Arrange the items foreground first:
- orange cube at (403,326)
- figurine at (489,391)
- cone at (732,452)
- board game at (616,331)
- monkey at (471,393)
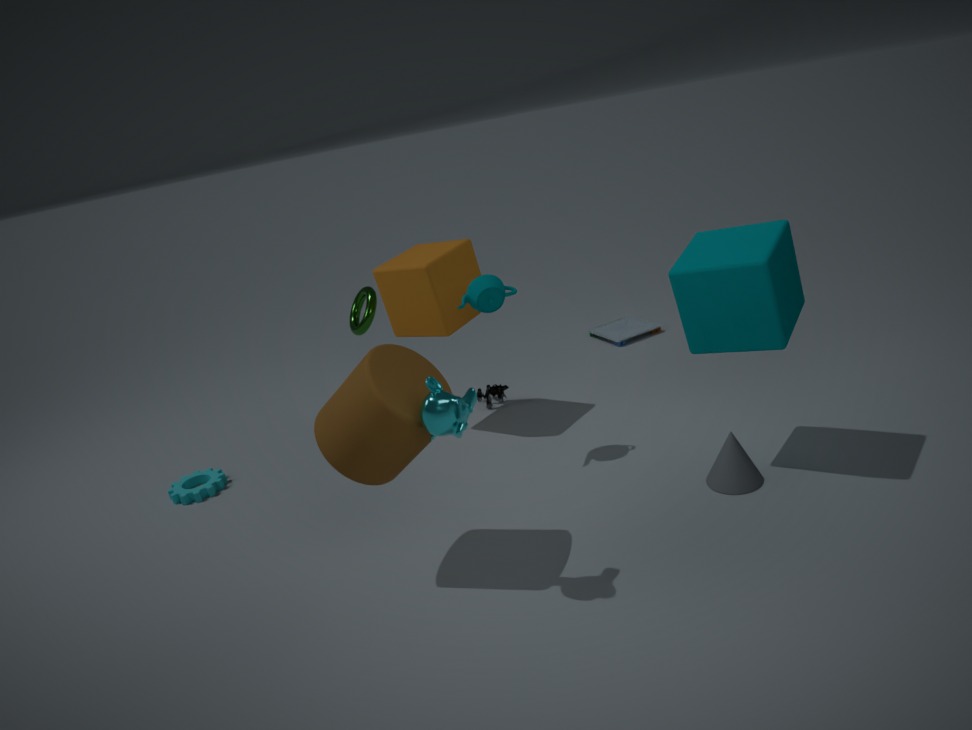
monkey at (471,393) < cone at (732,452) < orange cube at (403,326) < figurine at (489,391) < board game at (616,331)
